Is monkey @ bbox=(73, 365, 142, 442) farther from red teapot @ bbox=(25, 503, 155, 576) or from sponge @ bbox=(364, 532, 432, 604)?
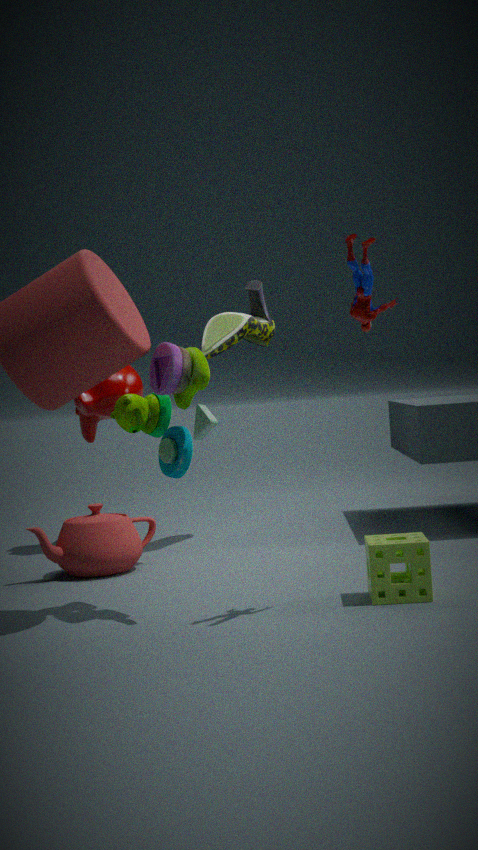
sponge @ bbox=(364, 532, 432, 604)
